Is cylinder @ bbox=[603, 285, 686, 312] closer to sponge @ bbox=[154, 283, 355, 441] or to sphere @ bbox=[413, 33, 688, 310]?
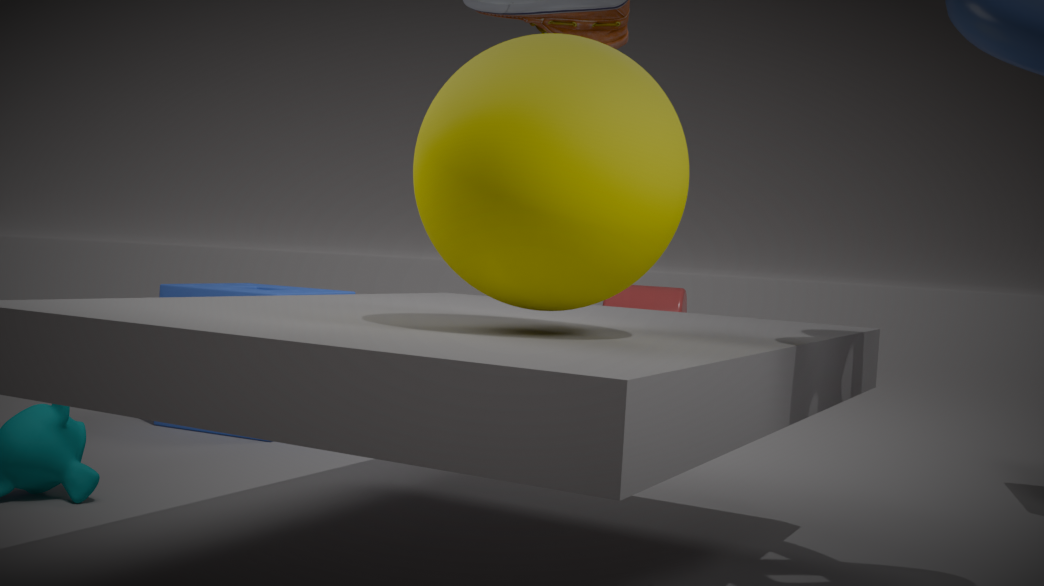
sponge @ bbox=[154, 283, 355, 441]
